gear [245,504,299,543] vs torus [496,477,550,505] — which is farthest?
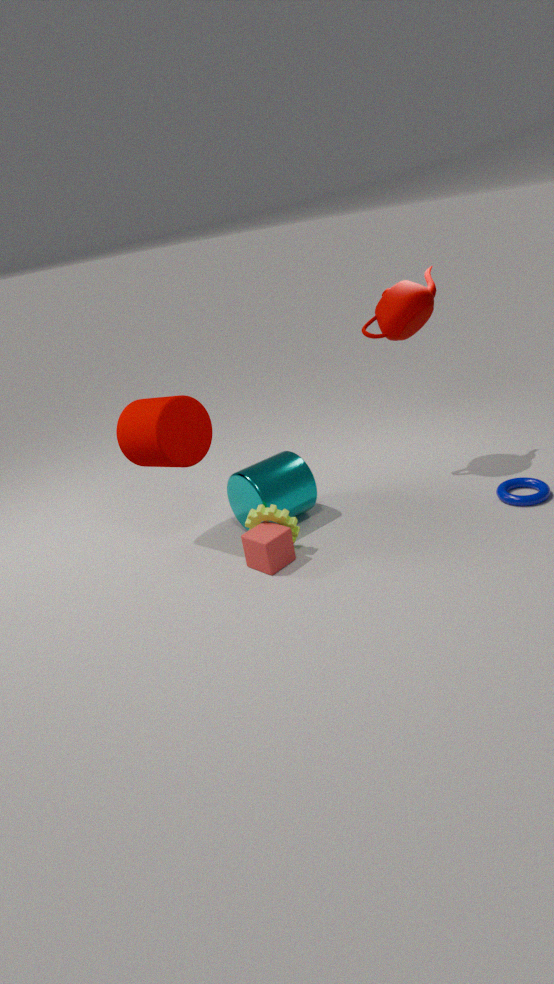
torus [496,477,550,505]
